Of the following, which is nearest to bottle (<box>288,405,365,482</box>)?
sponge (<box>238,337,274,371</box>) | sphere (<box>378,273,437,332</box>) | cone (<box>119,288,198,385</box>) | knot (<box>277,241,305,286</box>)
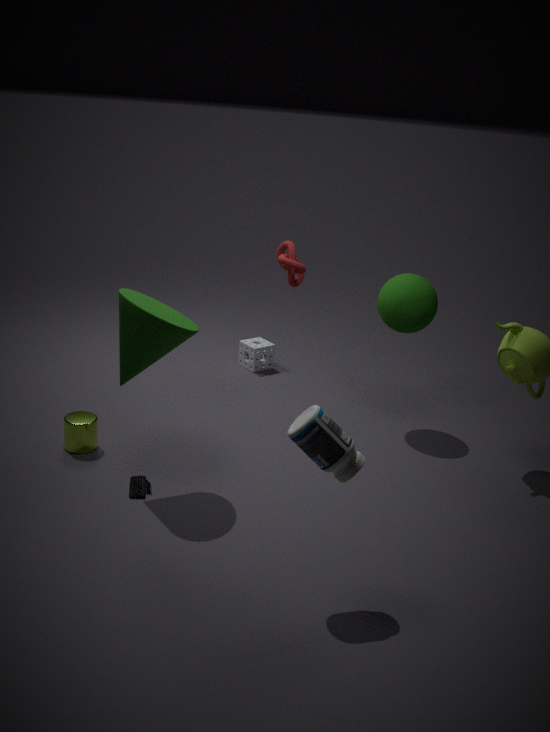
cone (<box>119,288,198,385</box>)
